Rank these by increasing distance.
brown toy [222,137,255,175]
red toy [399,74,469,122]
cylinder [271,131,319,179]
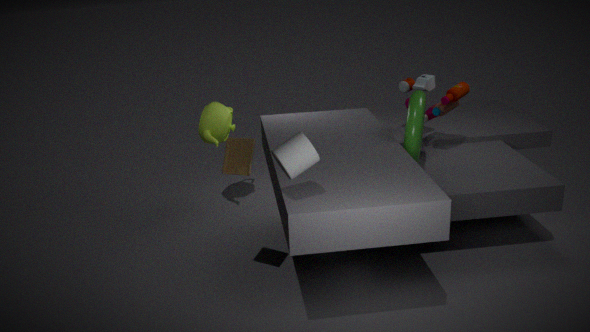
cylinder [271,131,319,179], brown toy [222,137,255,175], red toy [399,74,469,122]
